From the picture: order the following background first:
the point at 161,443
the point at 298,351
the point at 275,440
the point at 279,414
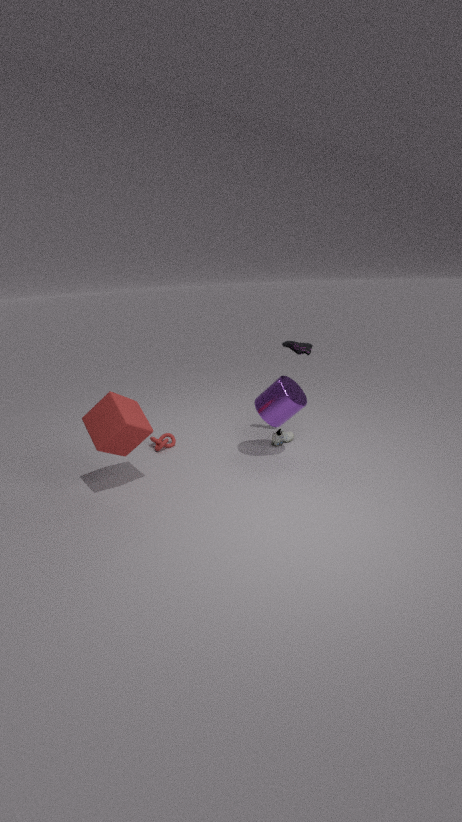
the point at 275,440 < the point at 161,443 < the point at 298,351 < the point at 279,414
